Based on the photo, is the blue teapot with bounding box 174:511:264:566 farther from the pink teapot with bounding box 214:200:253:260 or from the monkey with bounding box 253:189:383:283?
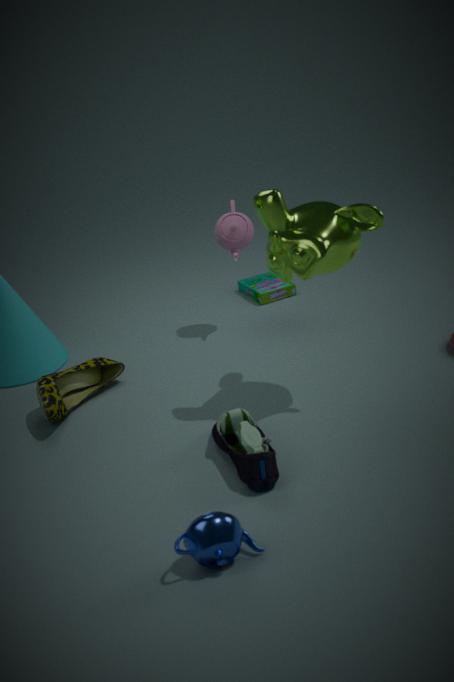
the pink teapot with bounding box 214:200:253:260
